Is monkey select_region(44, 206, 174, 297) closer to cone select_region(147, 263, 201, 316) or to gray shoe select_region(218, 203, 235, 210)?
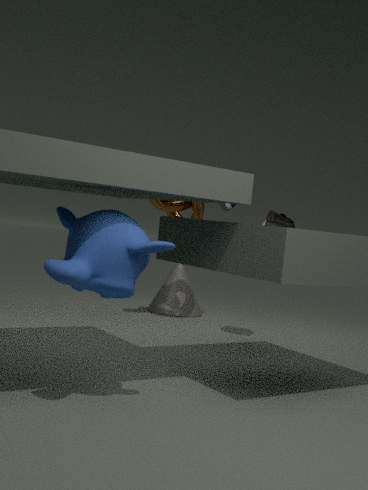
gray shoe select_region(218, 203, 235, 210)
